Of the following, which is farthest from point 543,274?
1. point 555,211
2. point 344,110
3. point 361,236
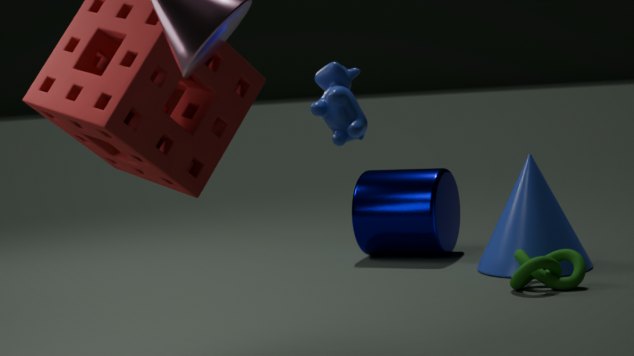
point 344,110
